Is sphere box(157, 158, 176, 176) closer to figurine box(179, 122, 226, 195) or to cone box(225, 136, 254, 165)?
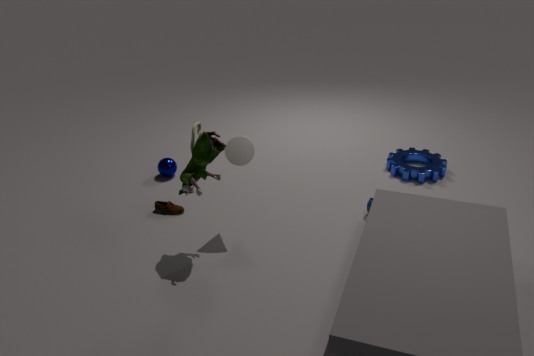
cone box(225, 136, 254, 165)
